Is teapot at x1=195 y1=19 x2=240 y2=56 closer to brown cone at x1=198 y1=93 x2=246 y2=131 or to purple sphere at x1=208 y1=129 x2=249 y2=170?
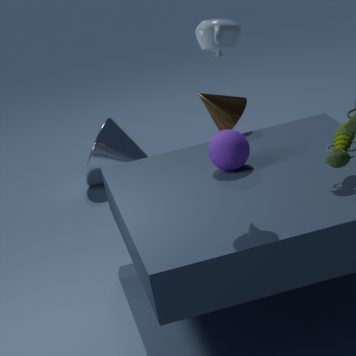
purple sphere at x1=208 y1=129 x2=249 y2=170
